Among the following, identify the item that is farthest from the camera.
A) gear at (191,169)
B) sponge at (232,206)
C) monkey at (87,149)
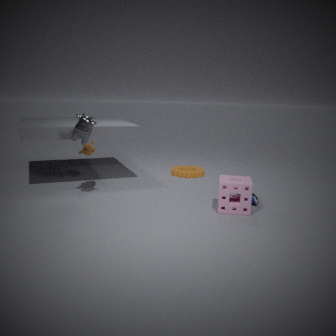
gear at (191,169)
